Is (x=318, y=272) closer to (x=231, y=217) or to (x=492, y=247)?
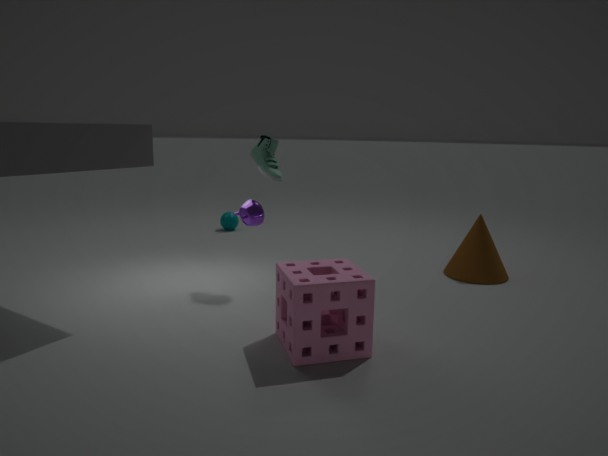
(x=492, y=247)
